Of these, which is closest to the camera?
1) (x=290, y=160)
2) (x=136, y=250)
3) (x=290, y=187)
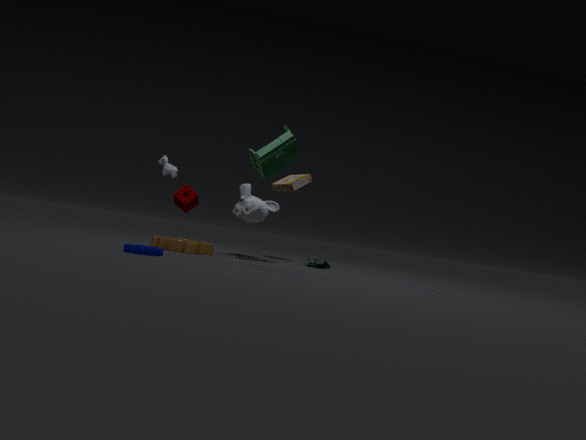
2. (x=136, y=250)
